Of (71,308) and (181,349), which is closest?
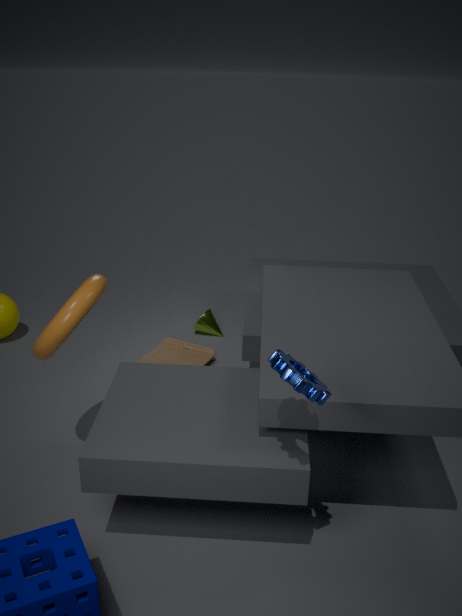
(71,308)
